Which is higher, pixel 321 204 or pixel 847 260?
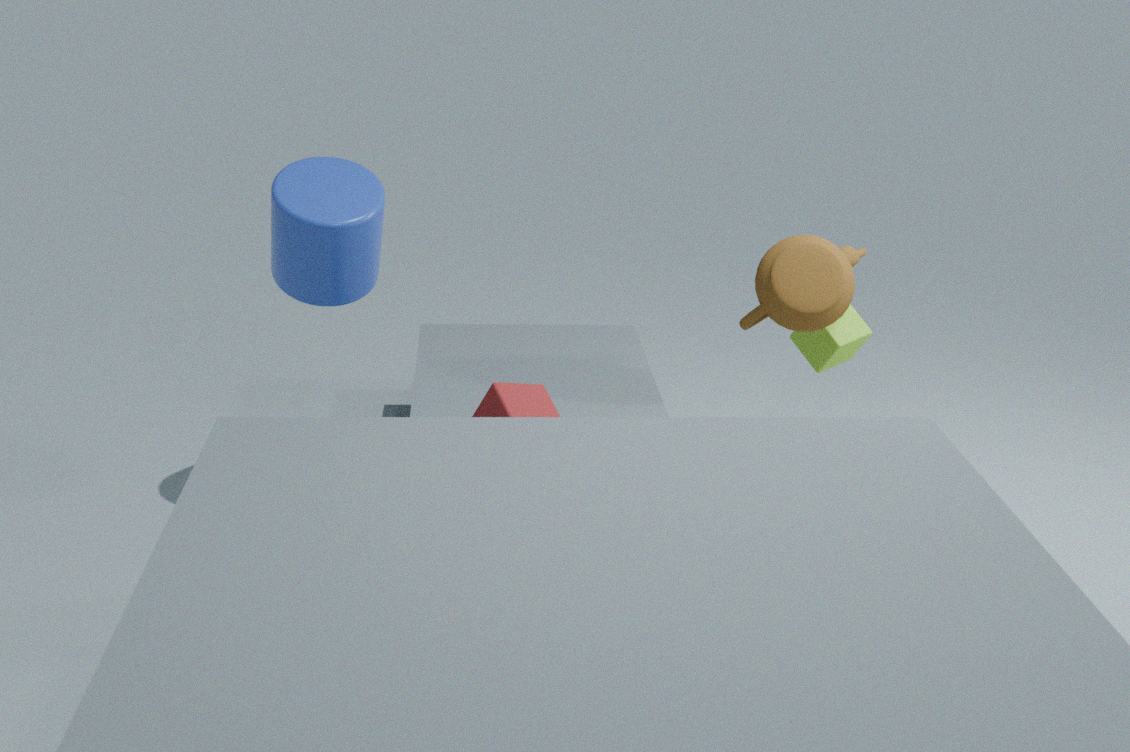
pixel 321 204
